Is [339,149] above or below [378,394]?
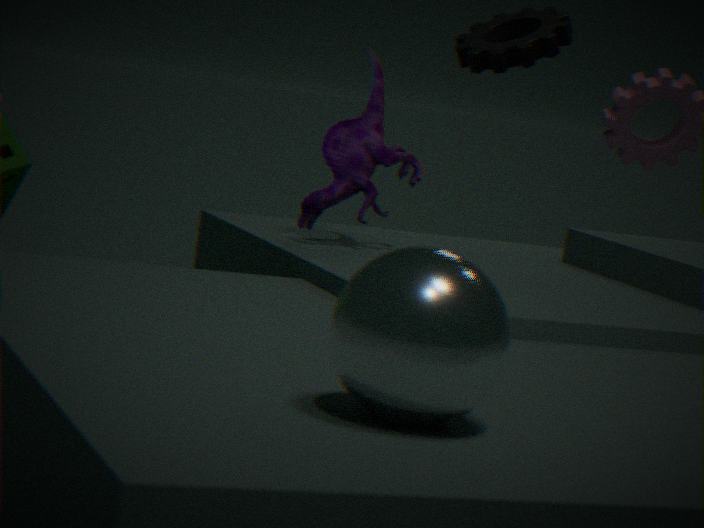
above
